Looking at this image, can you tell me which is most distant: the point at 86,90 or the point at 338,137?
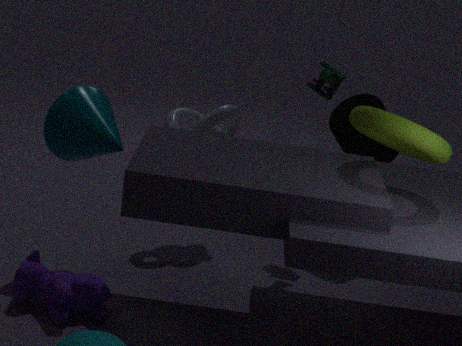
the point at 338,137
